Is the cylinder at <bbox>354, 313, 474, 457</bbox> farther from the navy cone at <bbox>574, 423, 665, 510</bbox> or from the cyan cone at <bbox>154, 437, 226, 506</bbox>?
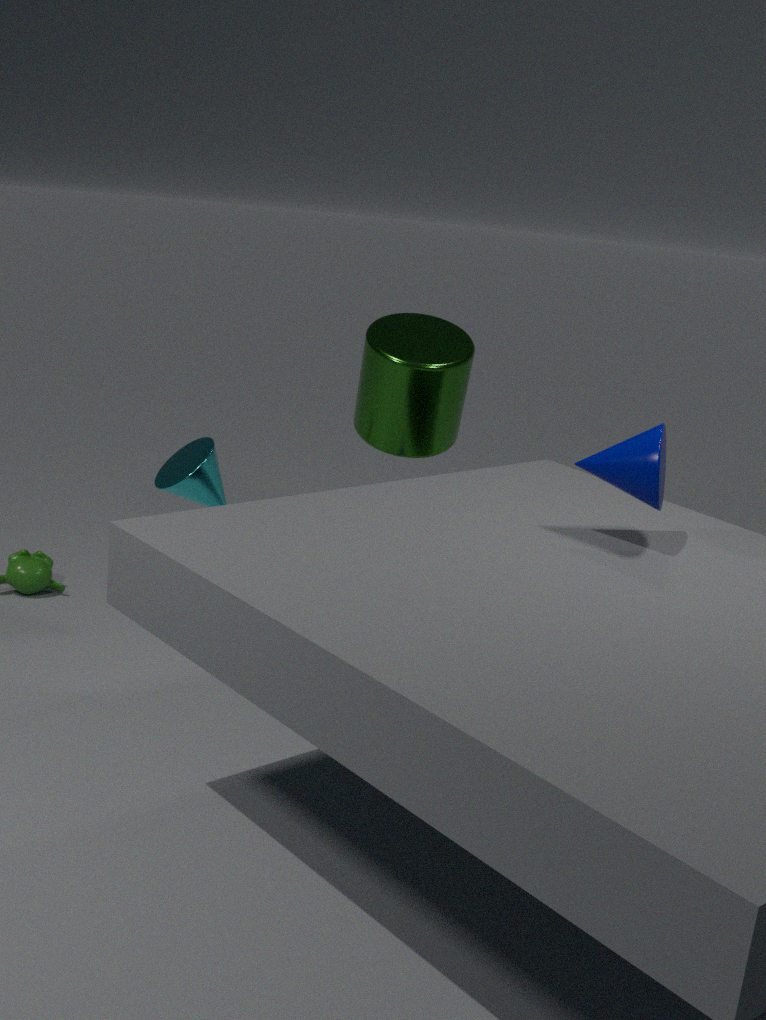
the navy cone at <bbox>574, 423, 665, 510</bbox>
